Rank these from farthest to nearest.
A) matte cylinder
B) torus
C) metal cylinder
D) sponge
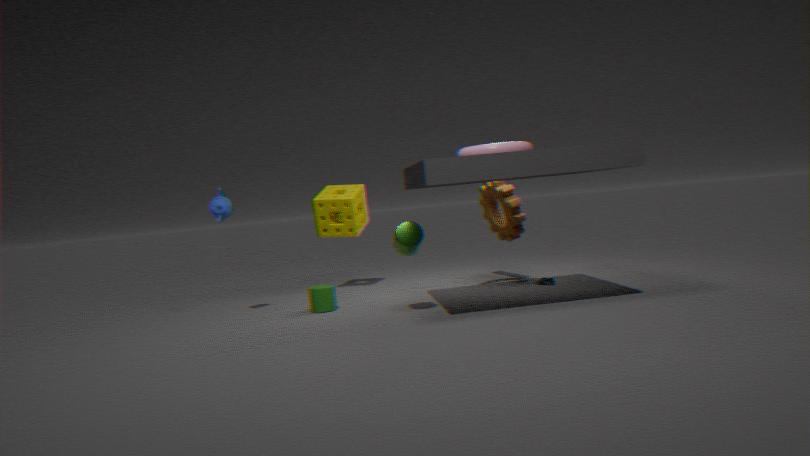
sponge, matte cylinder, torus, metal cylinder
